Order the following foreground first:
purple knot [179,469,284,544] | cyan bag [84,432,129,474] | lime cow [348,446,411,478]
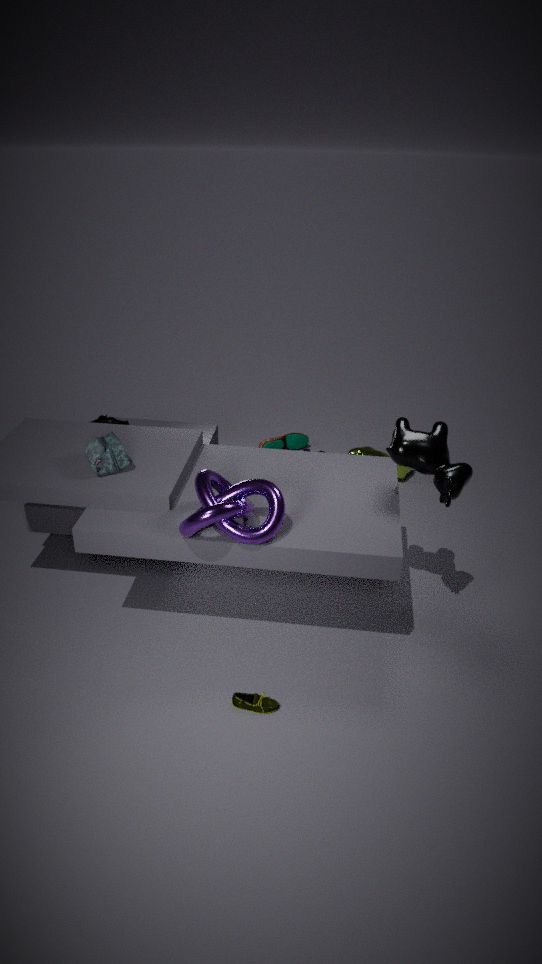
purple knot [179,469,284,544] → cyan bag [84,432,129,474] → lime cow [348,446,411,478]
